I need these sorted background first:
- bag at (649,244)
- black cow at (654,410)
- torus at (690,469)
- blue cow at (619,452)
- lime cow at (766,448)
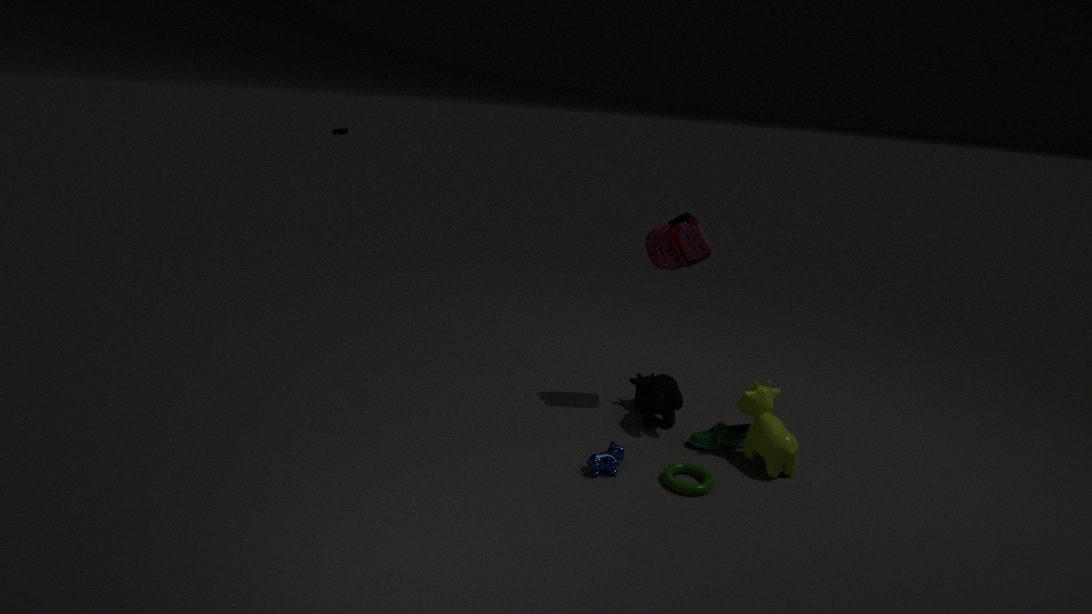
bag at (649,244) < black cow at (654,410) < lime cow at (766,448) < blue cow at (619,452) < torus at (690,469)
